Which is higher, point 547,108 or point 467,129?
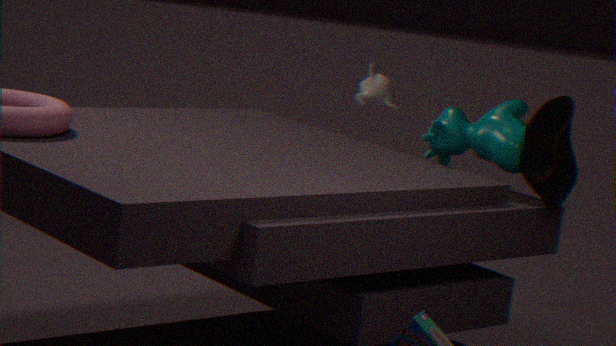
point 547,108
